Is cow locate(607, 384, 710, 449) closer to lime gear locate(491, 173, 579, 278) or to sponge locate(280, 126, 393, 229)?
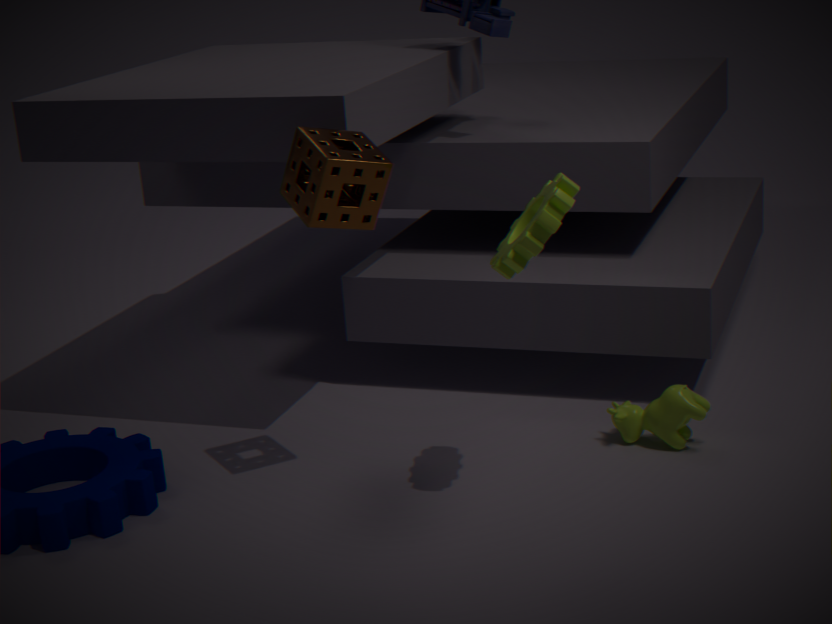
lime gear locate(491, 173, 579, 278)
